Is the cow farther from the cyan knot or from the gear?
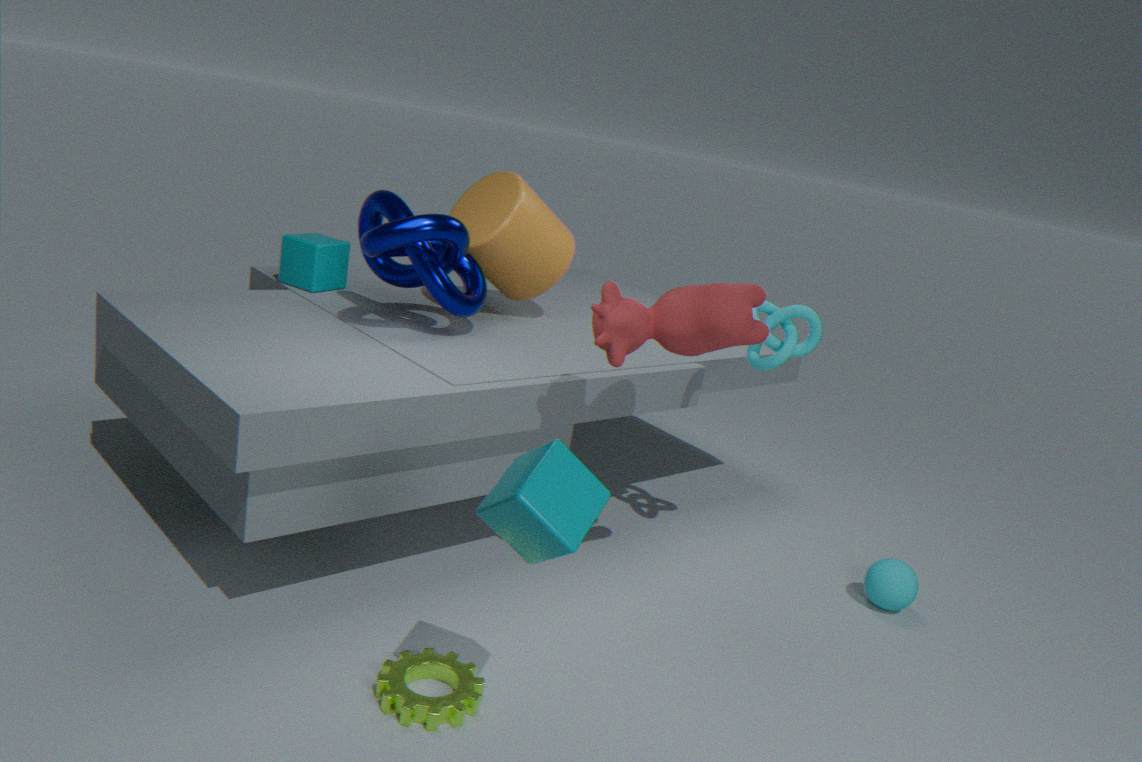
the gear
